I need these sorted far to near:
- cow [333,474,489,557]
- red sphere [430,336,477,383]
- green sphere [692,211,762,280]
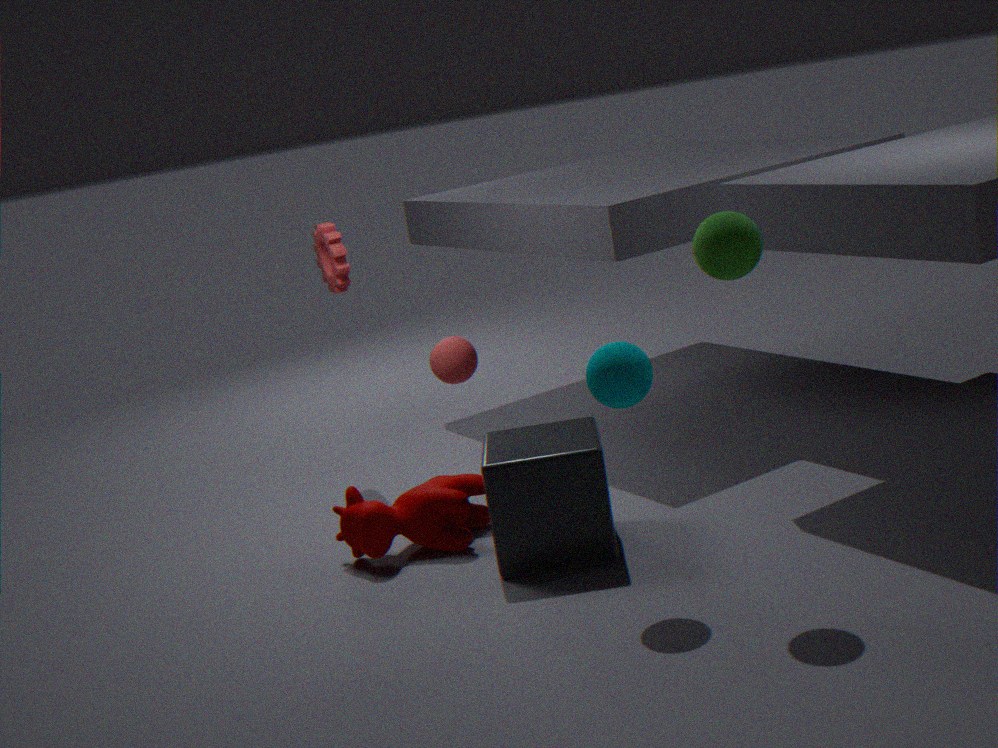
red sphere [430,336,477,383] < cow [333,474,489,557] < green sphere [692,211,762,280]
